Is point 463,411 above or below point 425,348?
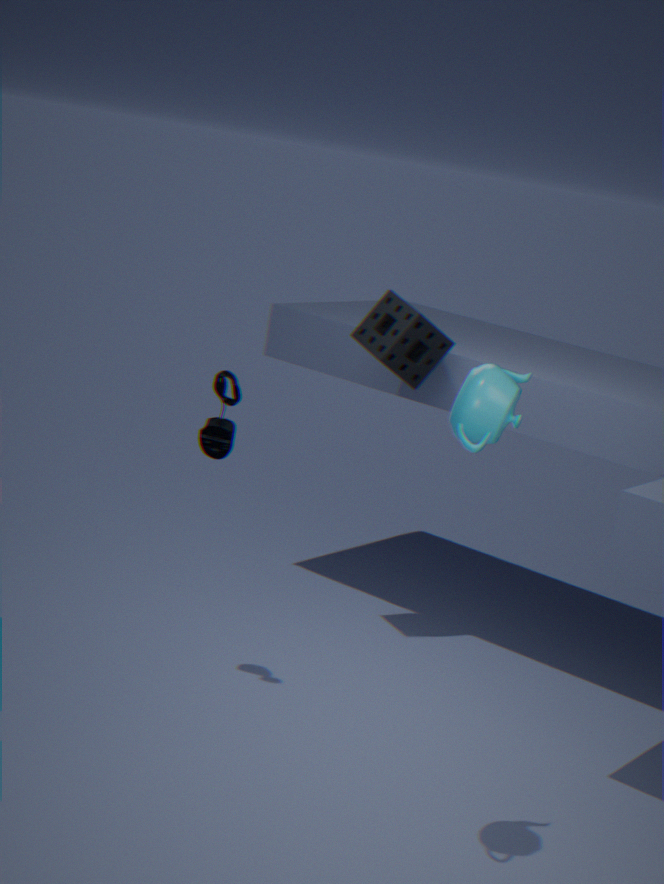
above
